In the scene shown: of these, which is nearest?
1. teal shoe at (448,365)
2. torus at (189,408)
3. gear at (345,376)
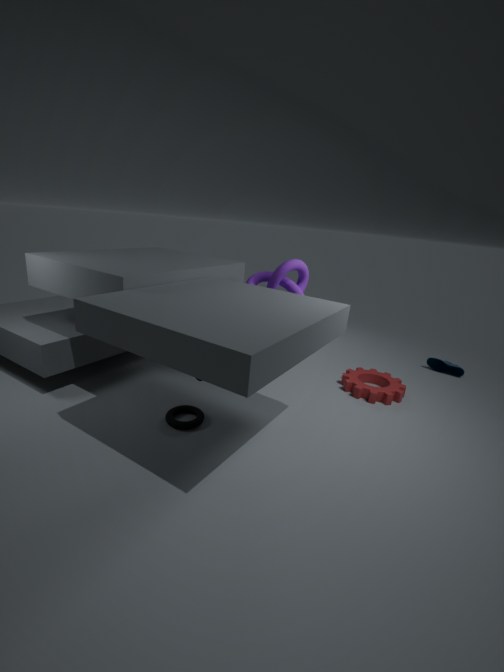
torus at (189,408)
